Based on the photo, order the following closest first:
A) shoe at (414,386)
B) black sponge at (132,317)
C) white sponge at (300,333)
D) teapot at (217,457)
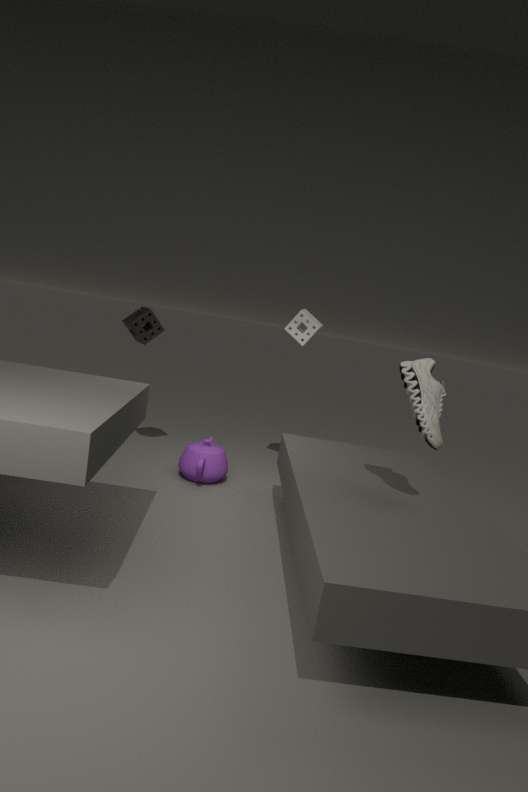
shoe at (414,386) < teapot at (217,457) < black sponge at (132,317) < white sponge at (300,333)
